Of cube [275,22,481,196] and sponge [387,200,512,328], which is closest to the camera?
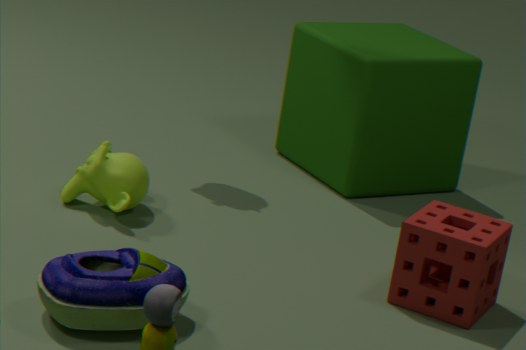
sponge [387,200,512,328]
